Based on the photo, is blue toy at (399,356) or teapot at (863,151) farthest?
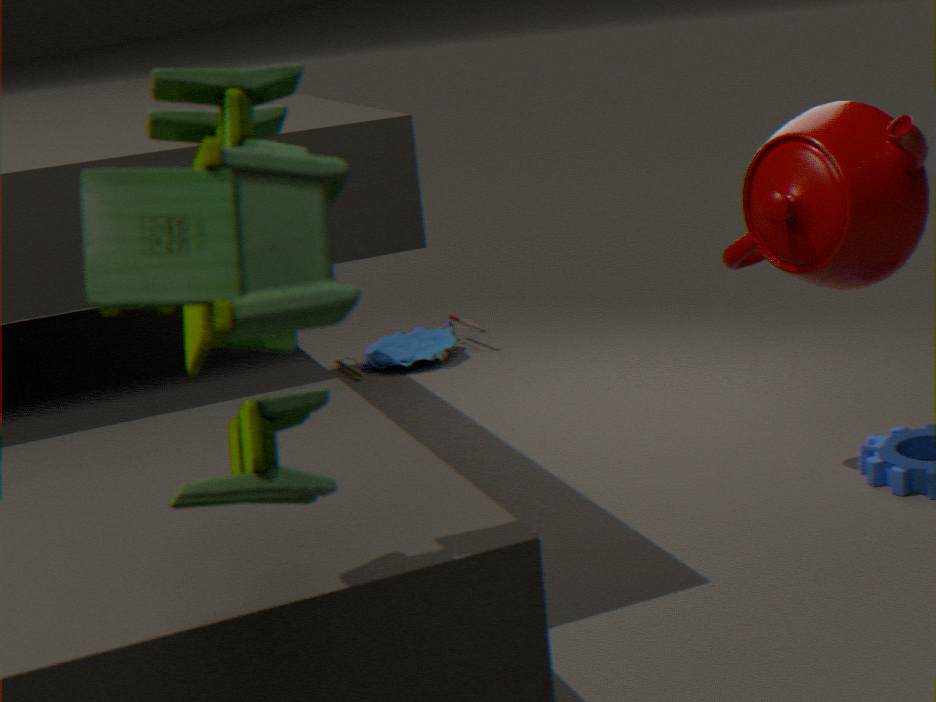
blue toy at (399,356)
